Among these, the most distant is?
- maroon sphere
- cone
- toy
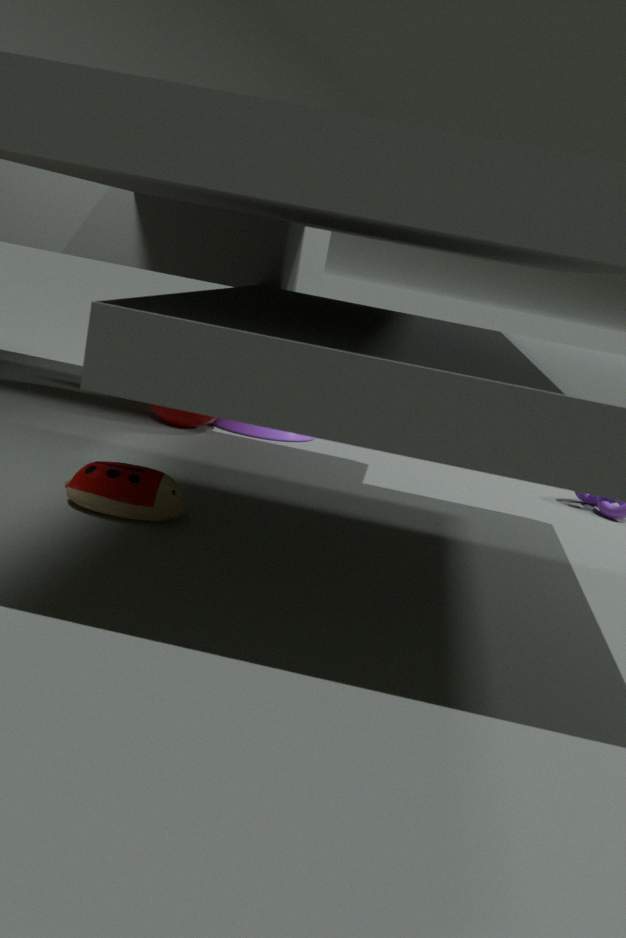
cone
